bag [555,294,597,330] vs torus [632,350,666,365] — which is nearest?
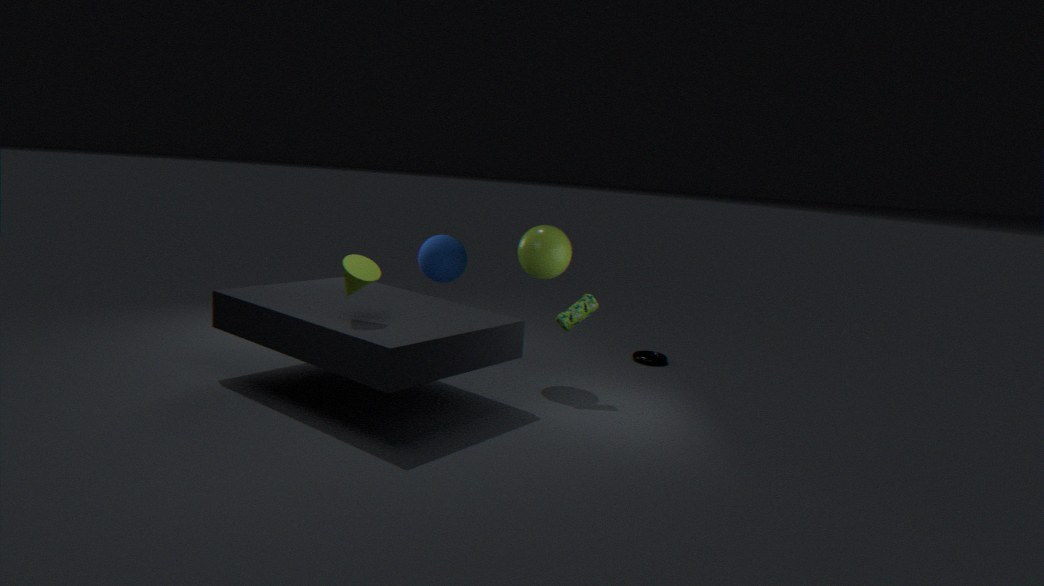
bag [555,294,597,330]
